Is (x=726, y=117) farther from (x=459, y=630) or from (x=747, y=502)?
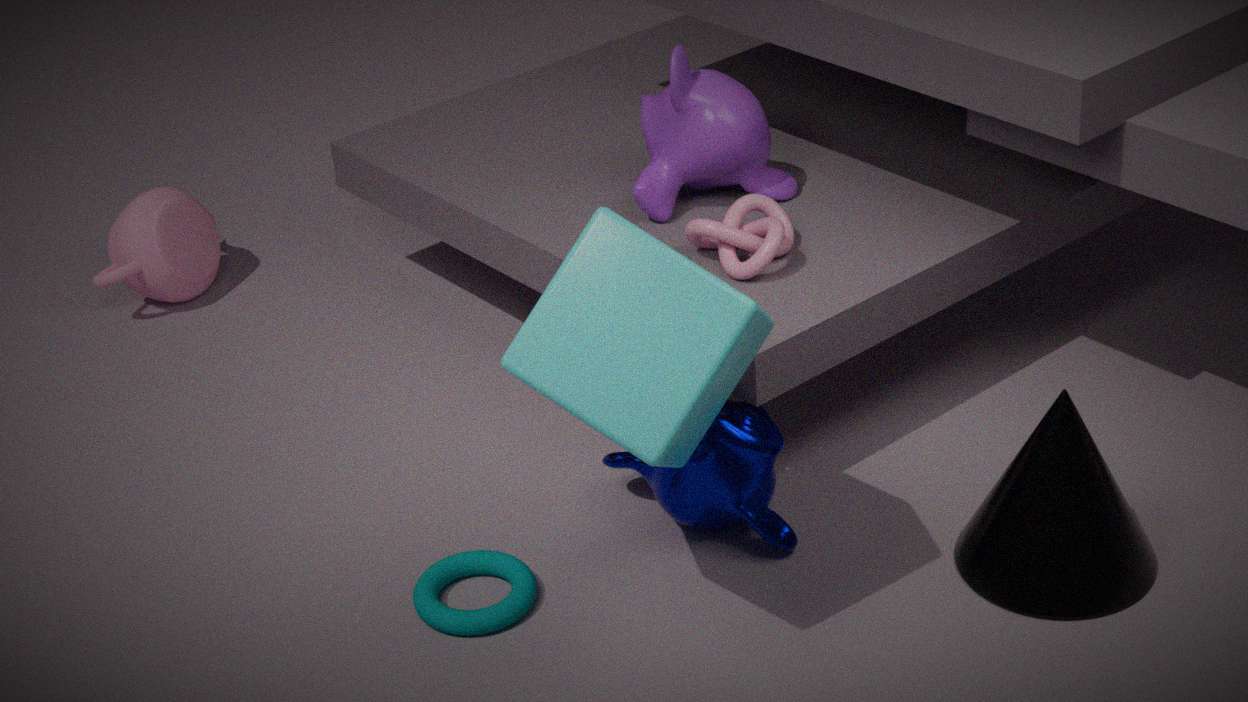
(x=459, y=630)
